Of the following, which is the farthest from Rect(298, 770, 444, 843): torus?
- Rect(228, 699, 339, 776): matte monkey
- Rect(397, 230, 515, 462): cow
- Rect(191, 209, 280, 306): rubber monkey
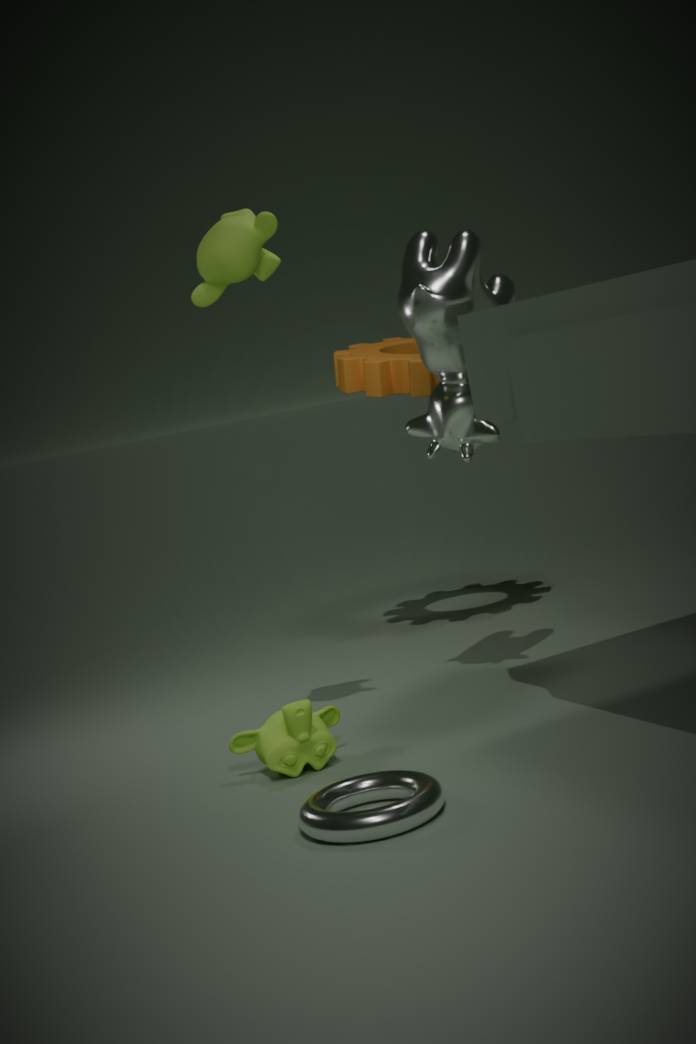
Rect(191, 209, 280, 306): rubber monkey
